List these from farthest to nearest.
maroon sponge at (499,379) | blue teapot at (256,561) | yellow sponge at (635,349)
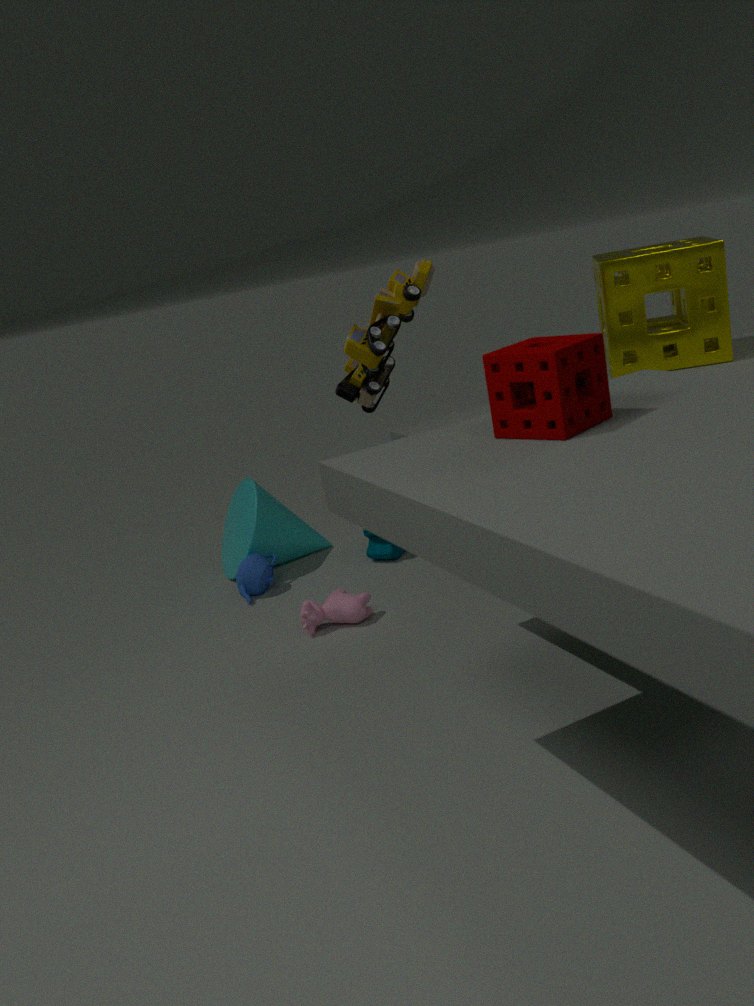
1. blue teapot at (256,561)
2. yellow sponge at (635,349)
3. maroon sponge at (499,379)
